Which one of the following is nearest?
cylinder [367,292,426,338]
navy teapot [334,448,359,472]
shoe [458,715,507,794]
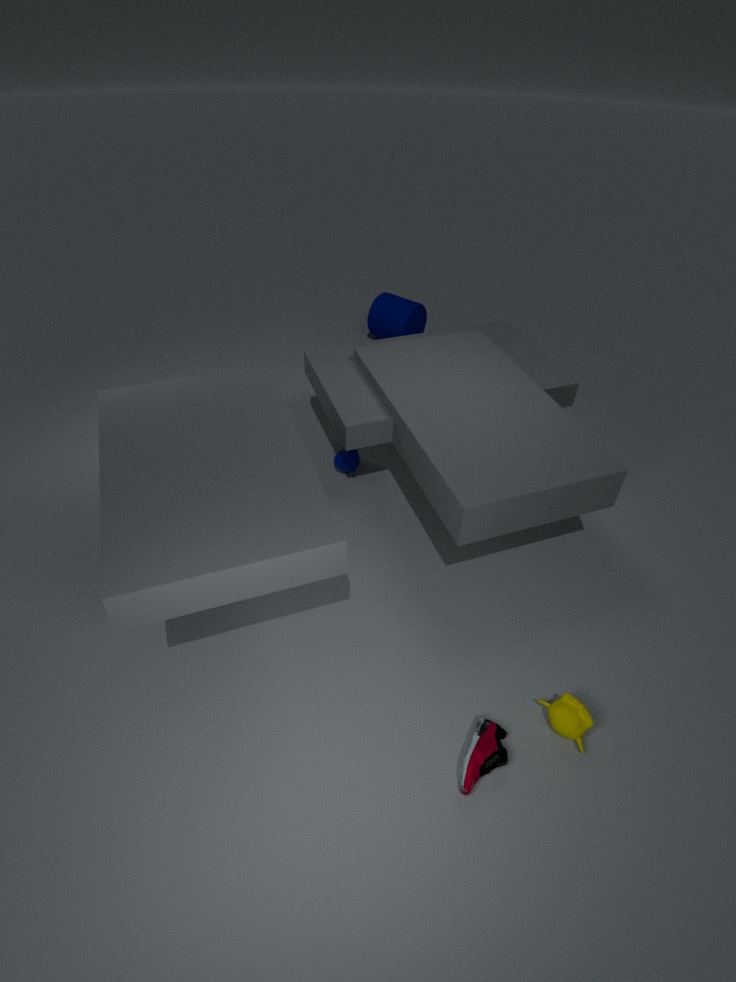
shoe [458,715,507,794]
